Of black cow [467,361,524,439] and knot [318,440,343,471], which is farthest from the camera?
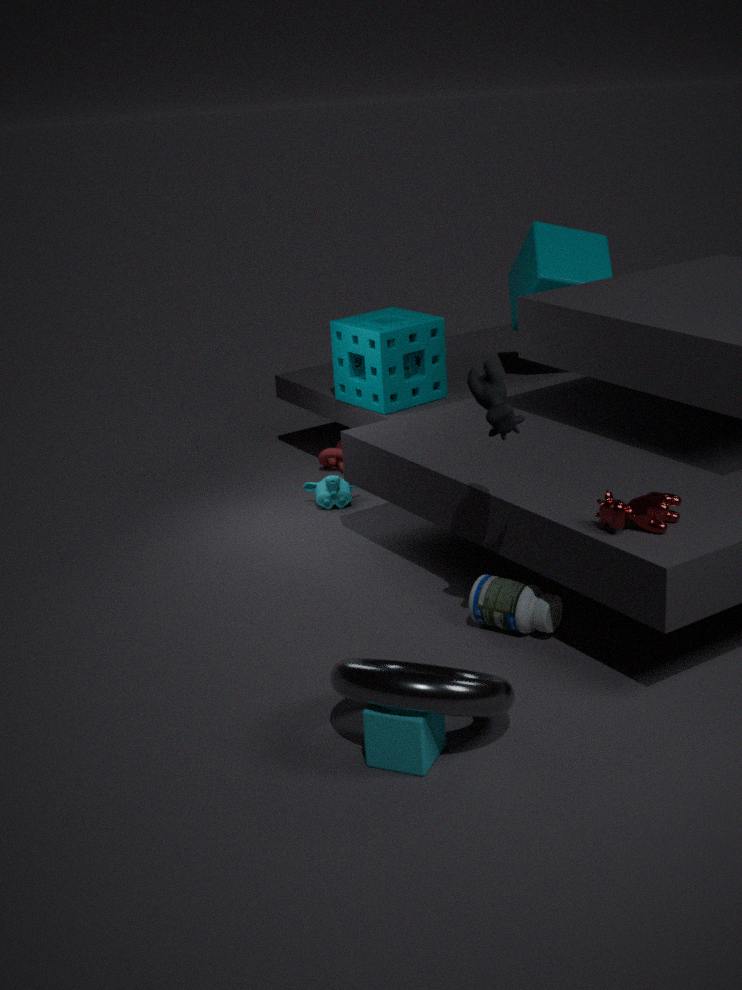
knot [318,440,343,471]
